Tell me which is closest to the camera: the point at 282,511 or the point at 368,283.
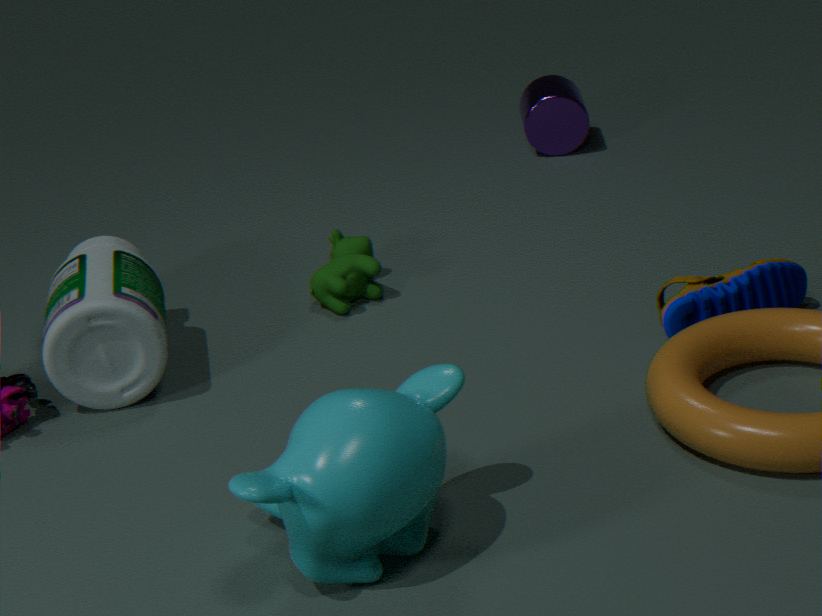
the point at 282,511
